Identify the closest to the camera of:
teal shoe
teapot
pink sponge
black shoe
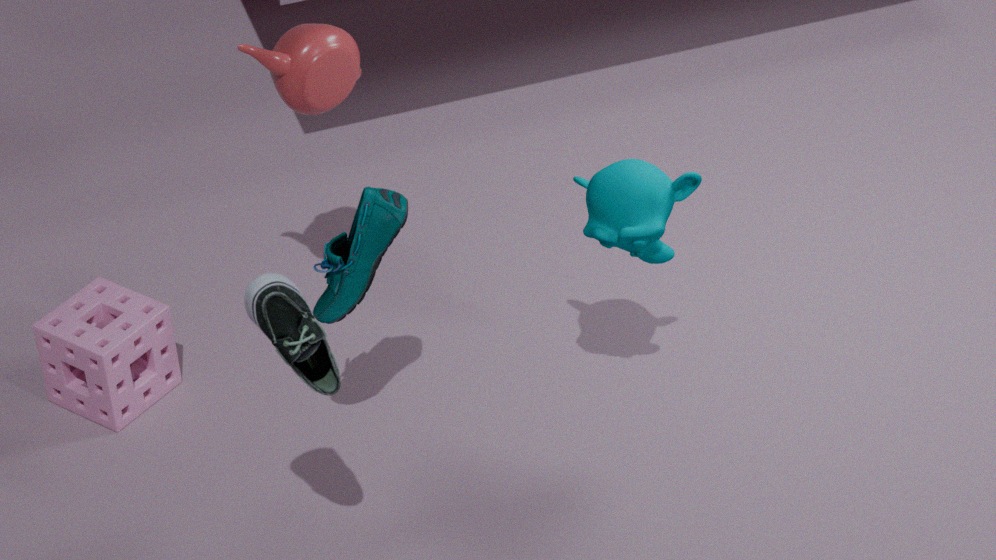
black shoe
